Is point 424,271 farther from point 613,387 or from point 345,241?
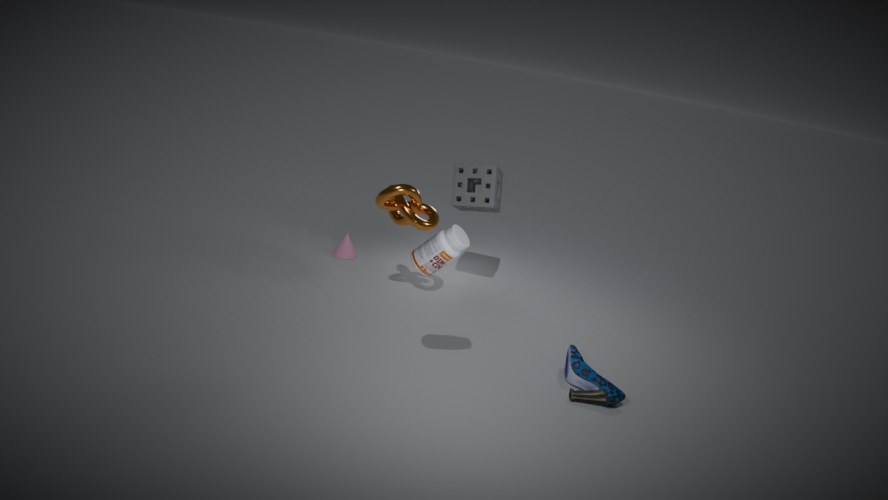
point 345,241
